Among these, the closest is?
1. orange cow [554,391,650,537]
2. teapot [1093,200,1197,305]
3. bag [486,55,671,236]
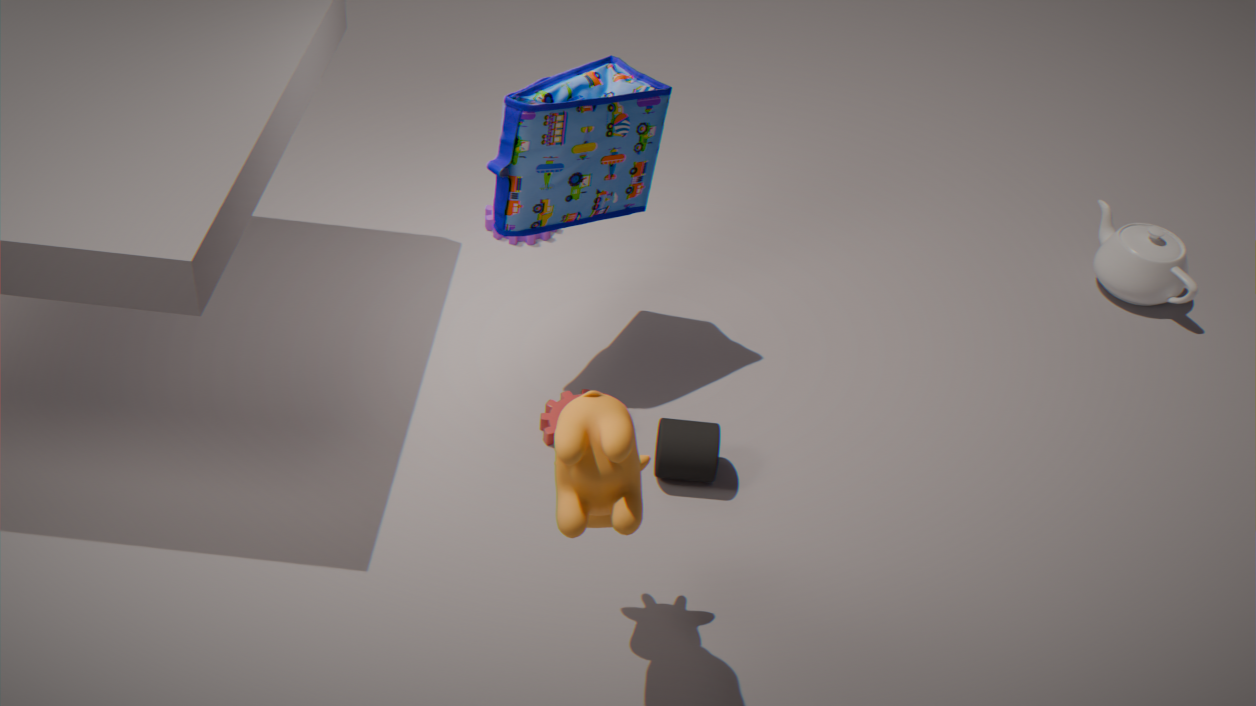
orange cow [554,391,650,537]
